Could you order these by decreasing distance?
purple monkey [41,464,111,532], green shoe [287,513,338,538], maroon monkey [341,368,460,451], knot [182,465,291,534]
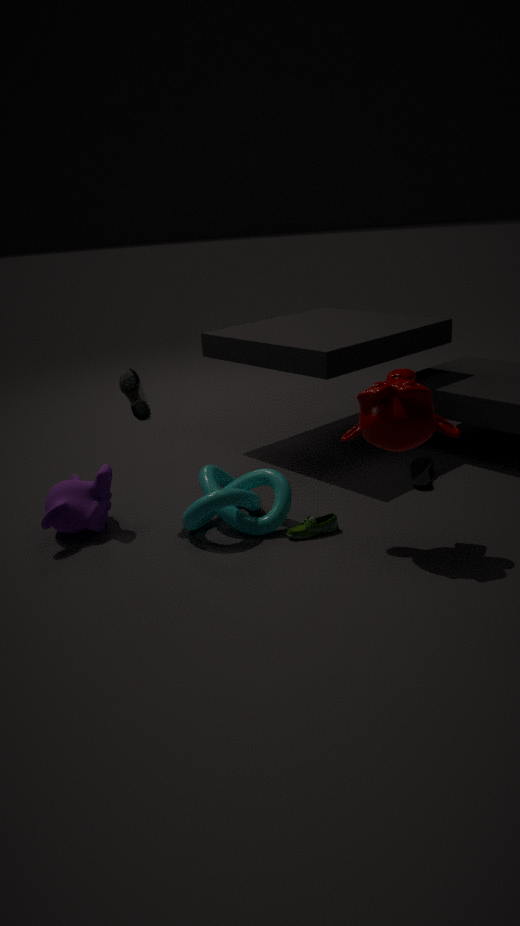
purple monkey [41,464,111,532] → green shoe [287,513,338,538] → knot [182,465,291,534] → maroon monkey [341,368,460,451]
